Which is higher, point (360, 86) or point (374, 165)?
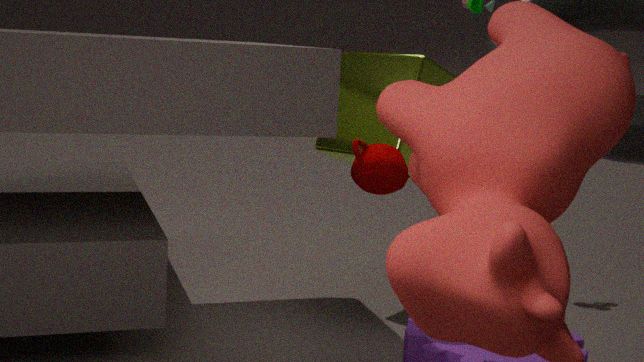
point (360, 86)
